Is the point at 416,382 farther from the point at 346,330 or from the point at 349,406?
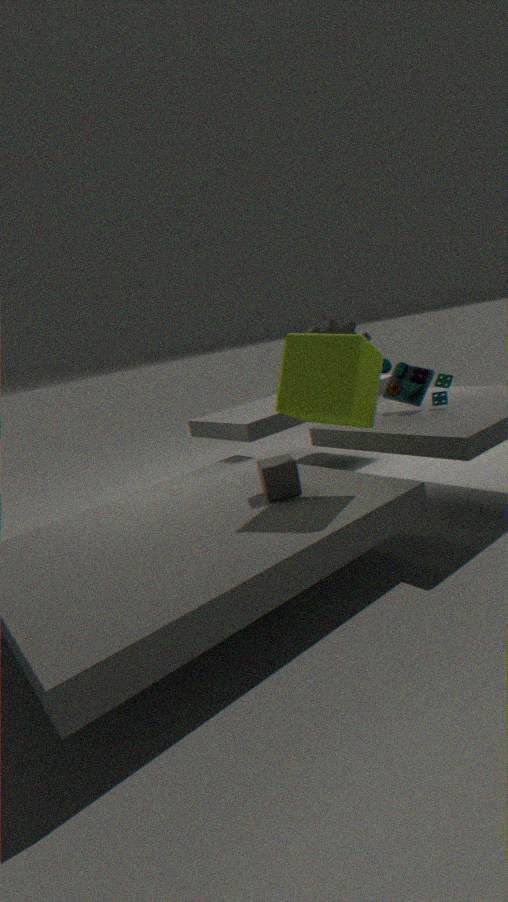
the point at 349,406
